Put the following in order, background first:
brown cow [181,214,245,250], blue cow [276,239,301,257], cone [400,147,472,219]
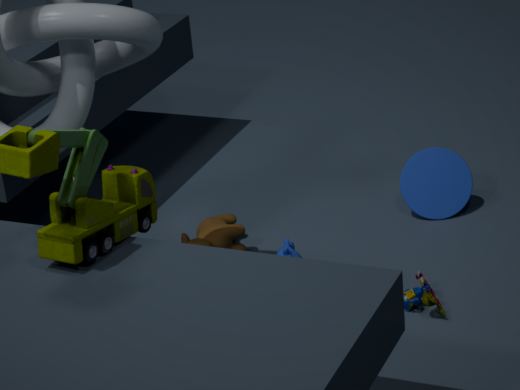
cone [400,147,472,219]
brown cow [181,214,245,250]
blue cow [276,239,301,257]
